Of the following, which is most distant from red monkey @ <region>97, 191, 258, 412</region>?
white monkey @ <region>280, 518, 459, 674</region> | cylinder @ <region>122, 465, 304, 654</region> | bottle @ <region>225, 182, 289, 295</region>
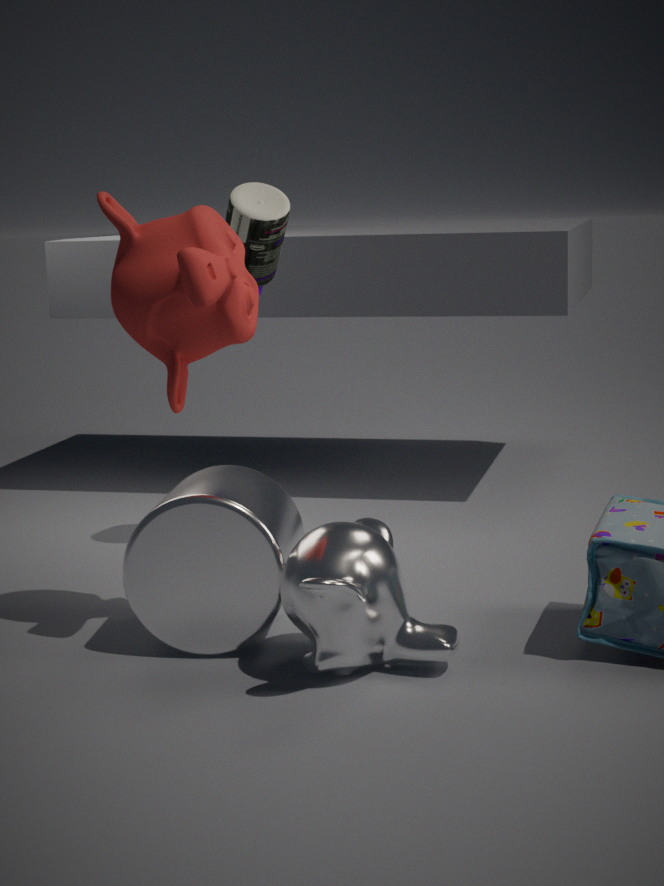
bottle @ <region>225, 182, 289, 295</region>
